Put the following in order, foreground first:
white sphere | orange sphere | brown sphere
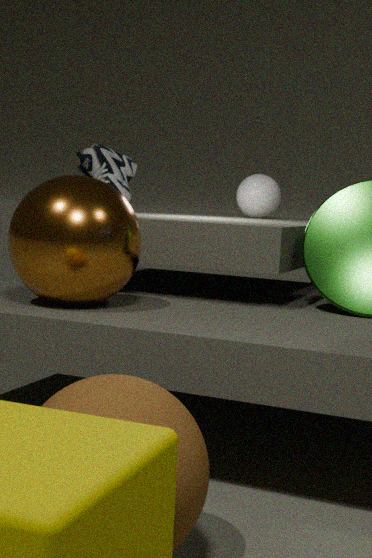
1. brown sphere
2. orange sphere
3. white sphere
